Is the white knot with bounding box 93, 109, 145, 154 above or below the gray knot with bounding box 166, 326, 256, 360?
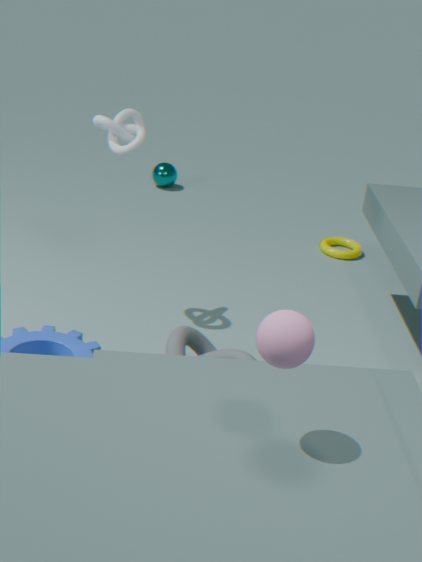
above
